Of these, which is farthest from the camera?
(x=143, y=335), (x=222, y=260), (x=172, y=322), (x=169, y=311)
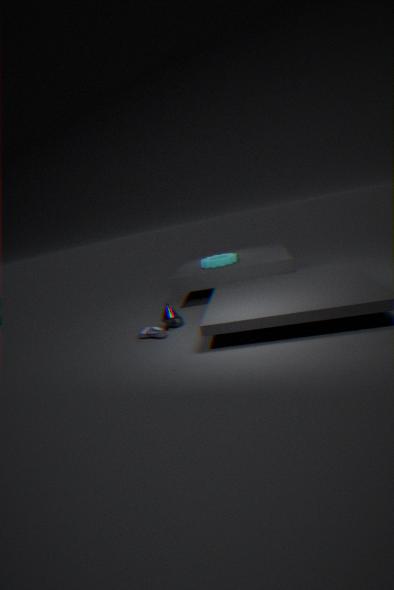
(x=222, y=260)
